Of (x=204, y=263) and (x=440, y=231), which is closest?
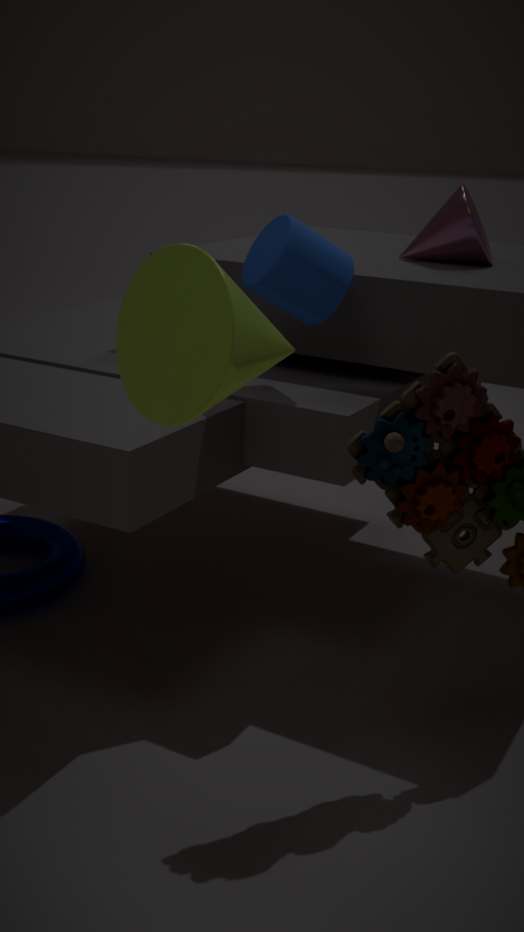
(x=204, y=263)
